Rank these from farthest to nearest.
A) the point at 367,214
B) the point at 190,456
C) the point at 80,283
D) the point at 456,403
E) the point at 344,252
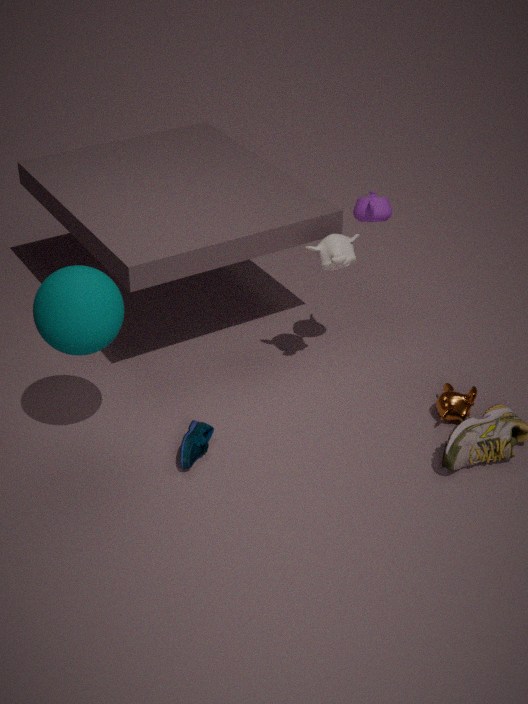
the point at 456,403, the point at 344,252, the point at 367,214, the point at 190,456, the point at 80,283
